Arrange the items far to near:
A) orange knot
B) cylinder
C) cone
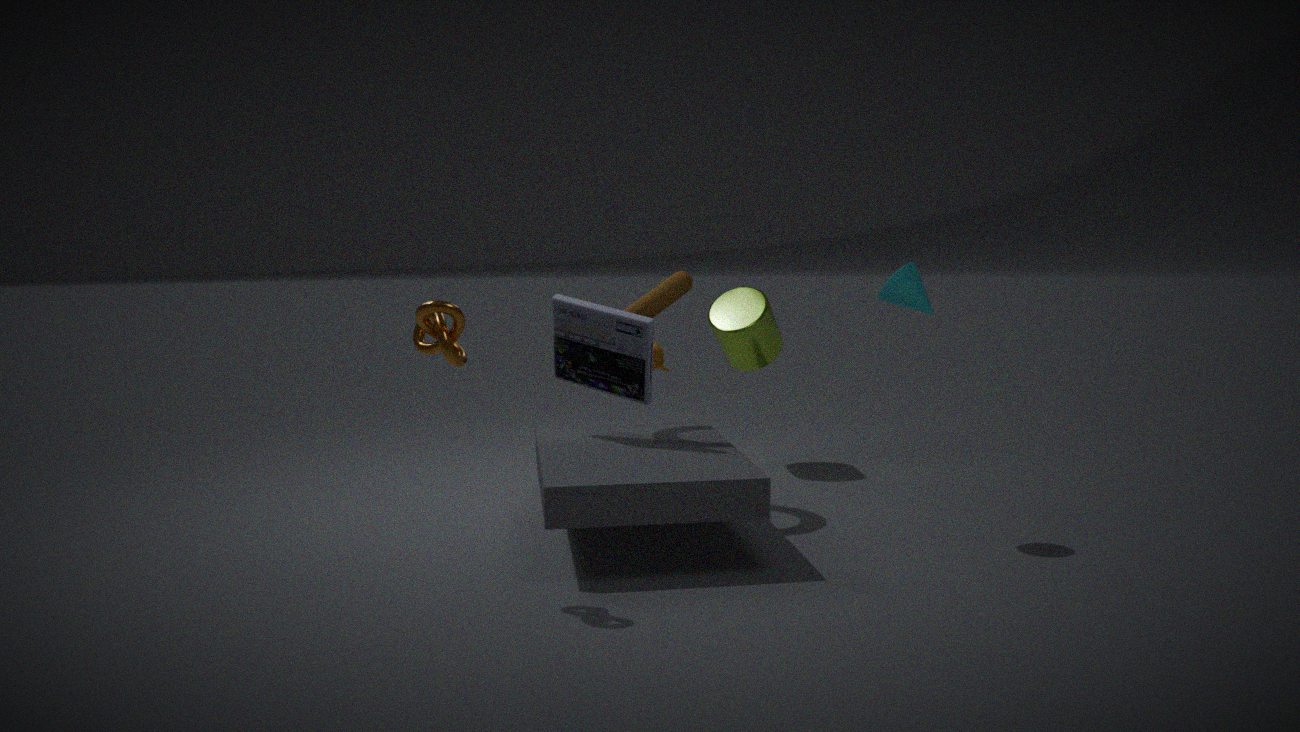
cylinder, cone, orange knot
